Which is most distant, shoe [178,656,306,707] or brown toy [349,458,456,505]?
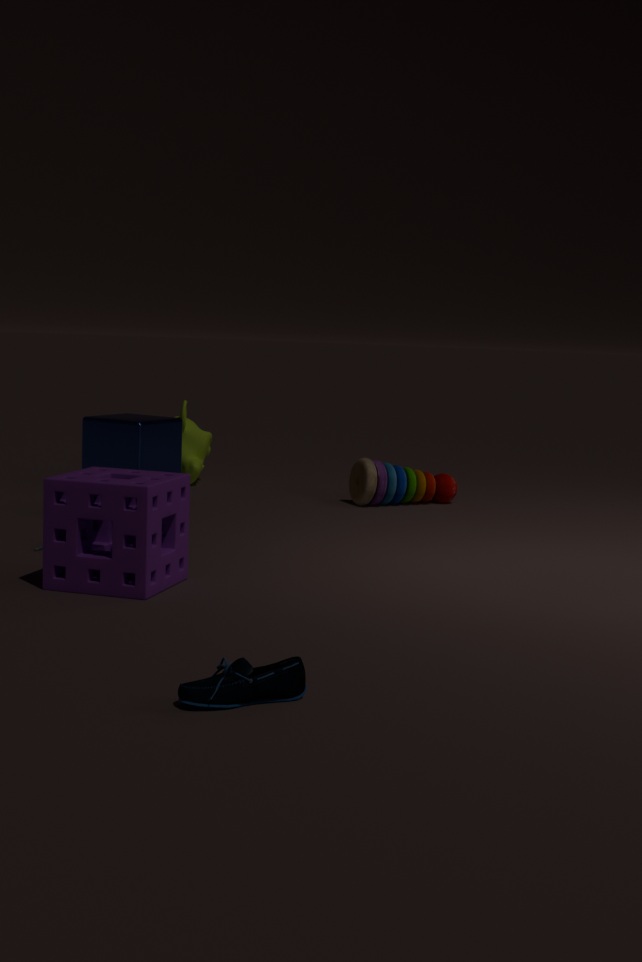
brown toy [349,458,456,505]
